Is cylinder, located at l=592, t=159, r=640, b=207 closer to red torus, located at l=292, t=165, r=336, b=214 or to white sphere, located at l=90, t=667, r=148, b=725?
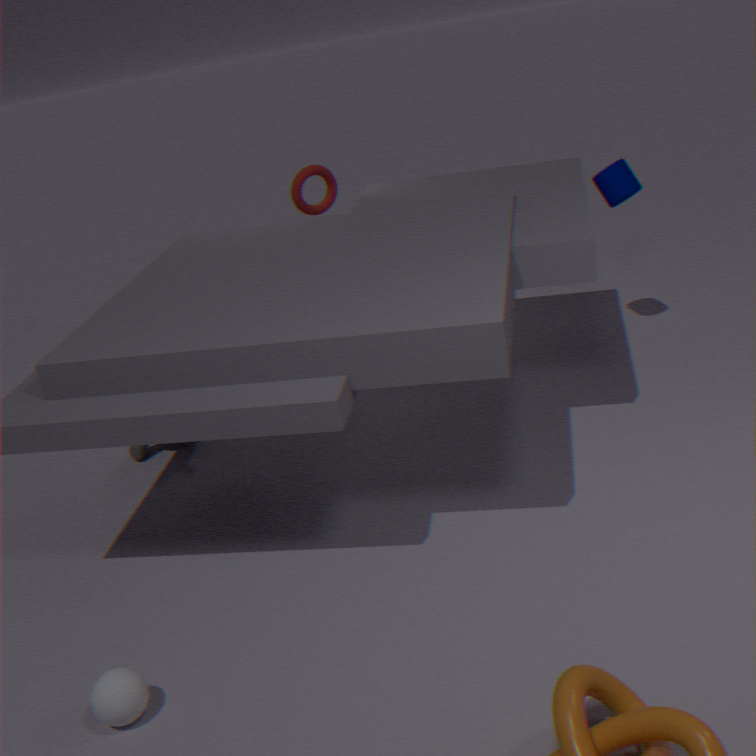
red torus, located at l=292, t=165, r=336, b=214
